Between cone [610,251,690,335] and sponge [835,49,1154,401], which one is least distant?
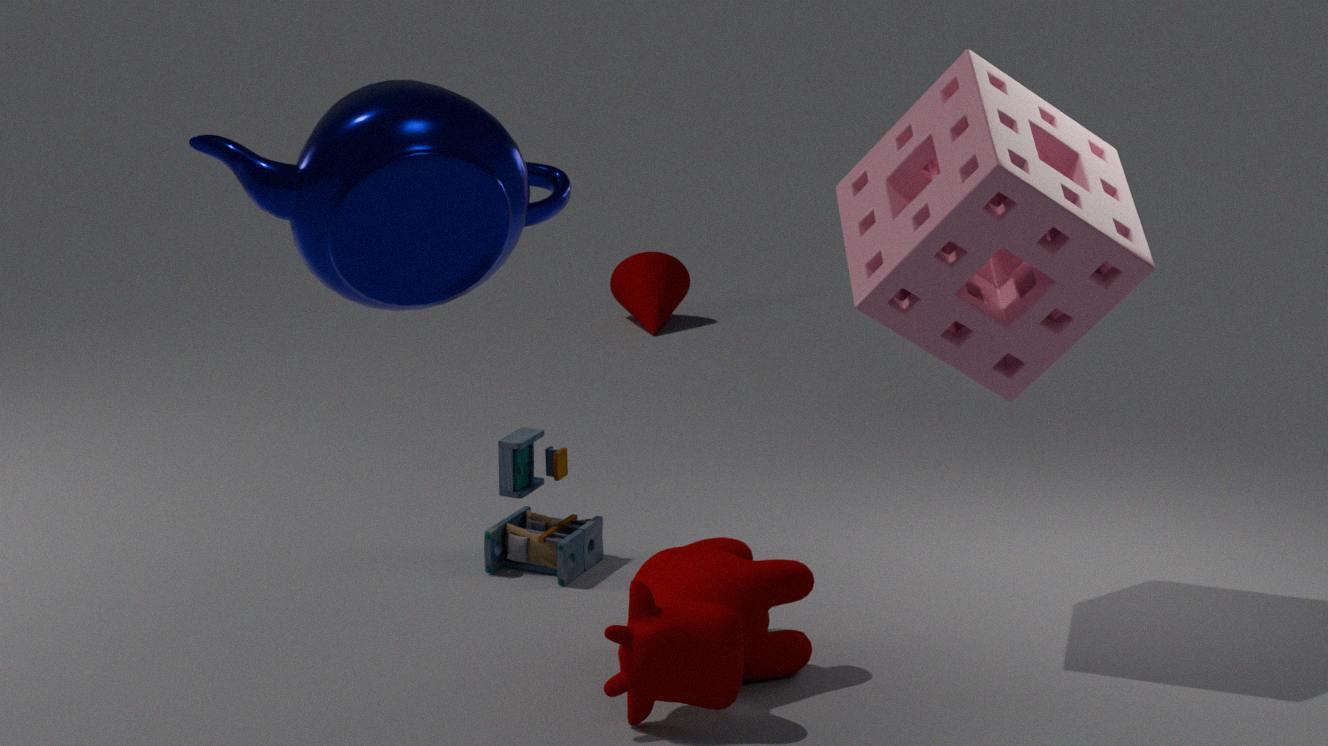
sponge [835,49,1154,401]
